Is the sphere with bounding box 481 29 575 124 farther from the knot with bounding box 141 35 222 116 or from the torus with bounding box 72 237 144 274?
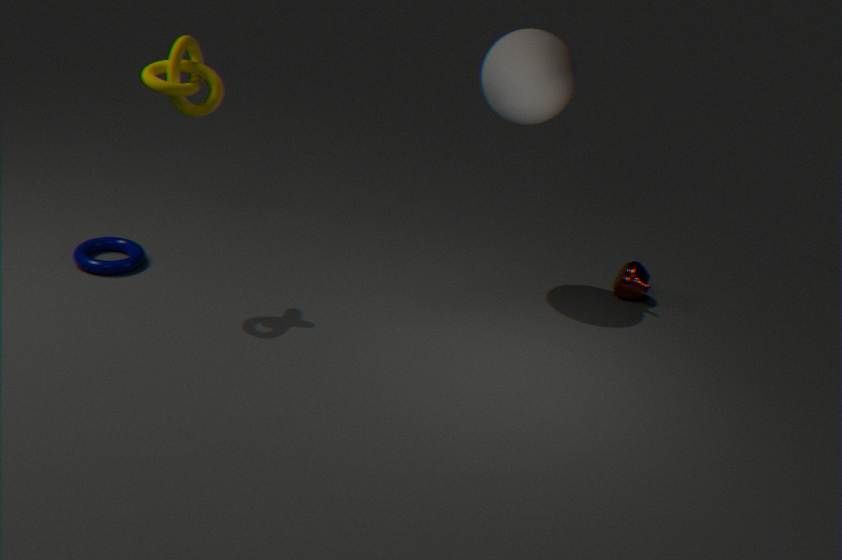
the torus with bounding box 72 237 144 274
